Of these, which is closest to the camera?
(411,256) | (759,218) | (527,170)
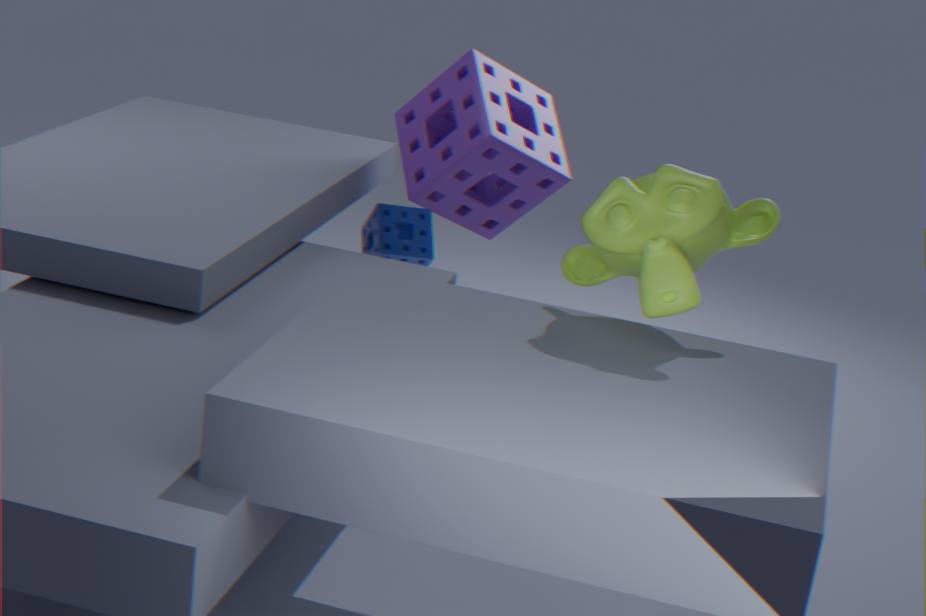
(759,218)
